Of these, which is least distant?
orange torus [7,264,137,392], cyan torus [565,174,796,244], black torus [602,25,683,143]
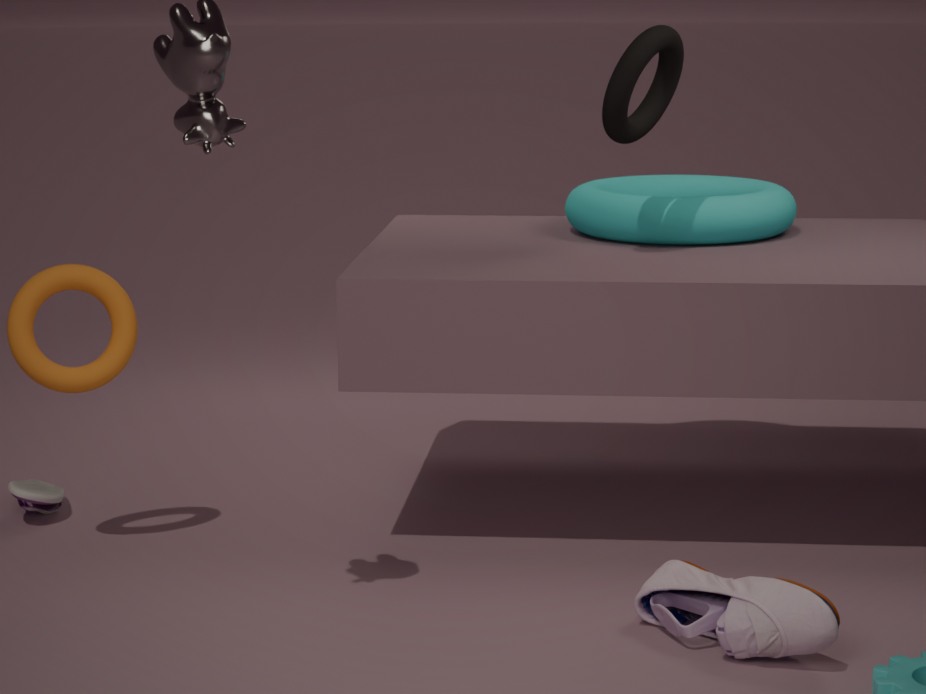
orange torus [7,264,137,392]
